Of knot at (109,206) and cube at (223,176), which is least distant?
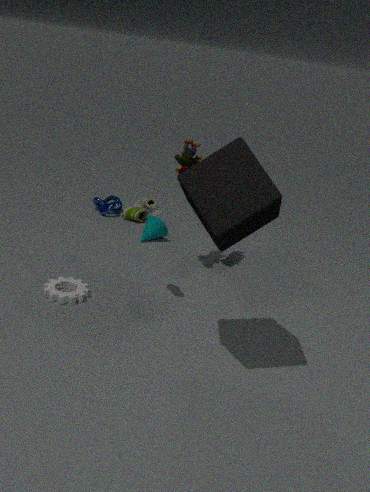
cube at (223,176)
